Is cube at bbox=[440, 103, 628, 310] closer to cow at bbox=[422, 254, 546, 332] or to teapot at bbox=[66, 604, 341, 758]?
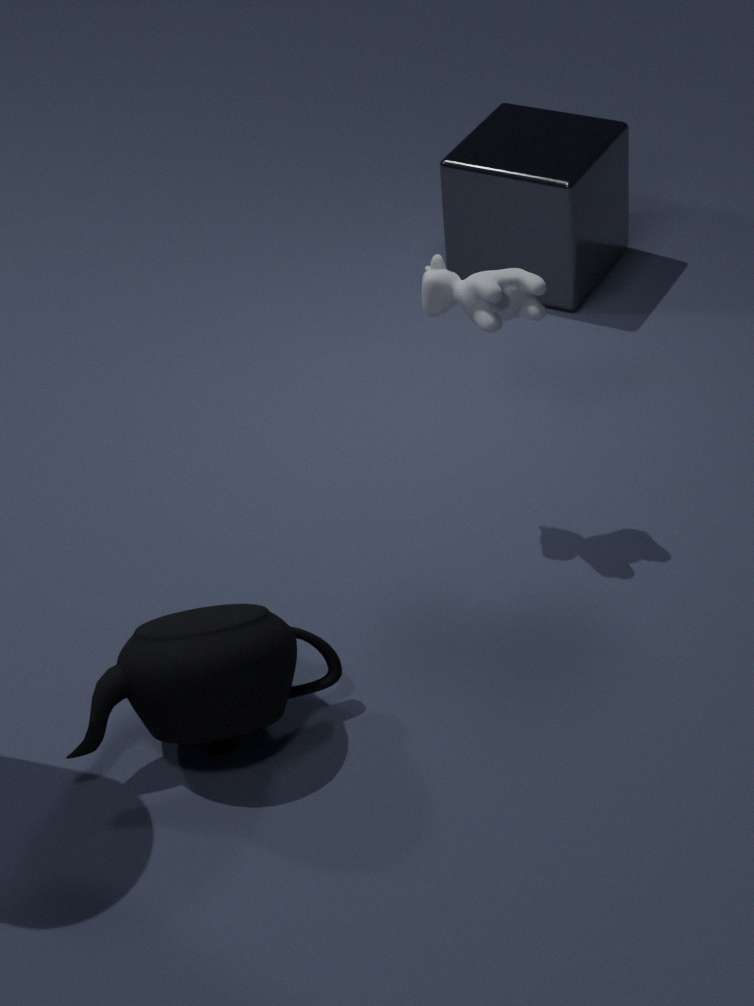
cow at bbox=[422, 254, 546, 332]
